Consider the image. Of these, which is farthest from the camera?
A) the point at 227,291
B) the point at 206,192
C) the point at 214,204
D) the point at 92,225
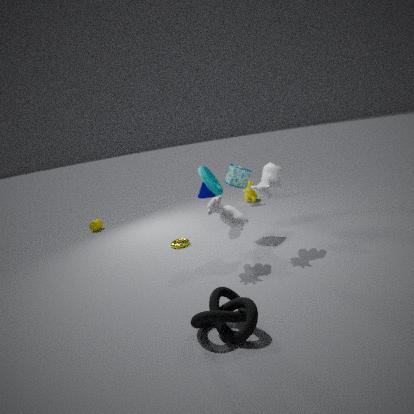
the point at 206,192
